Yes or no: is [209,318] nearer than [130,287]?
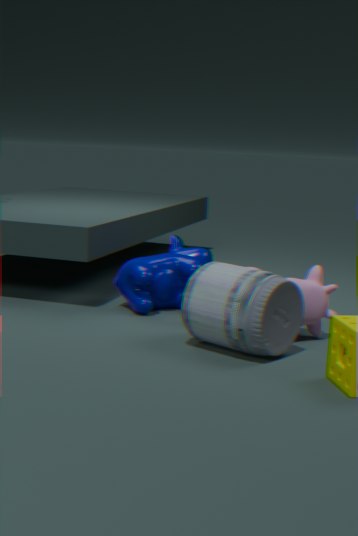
Yes
